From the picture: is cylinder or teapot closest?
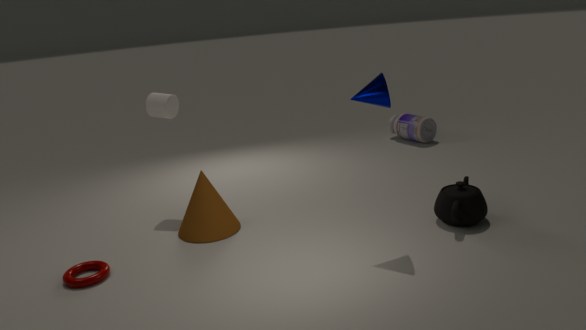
teapot
